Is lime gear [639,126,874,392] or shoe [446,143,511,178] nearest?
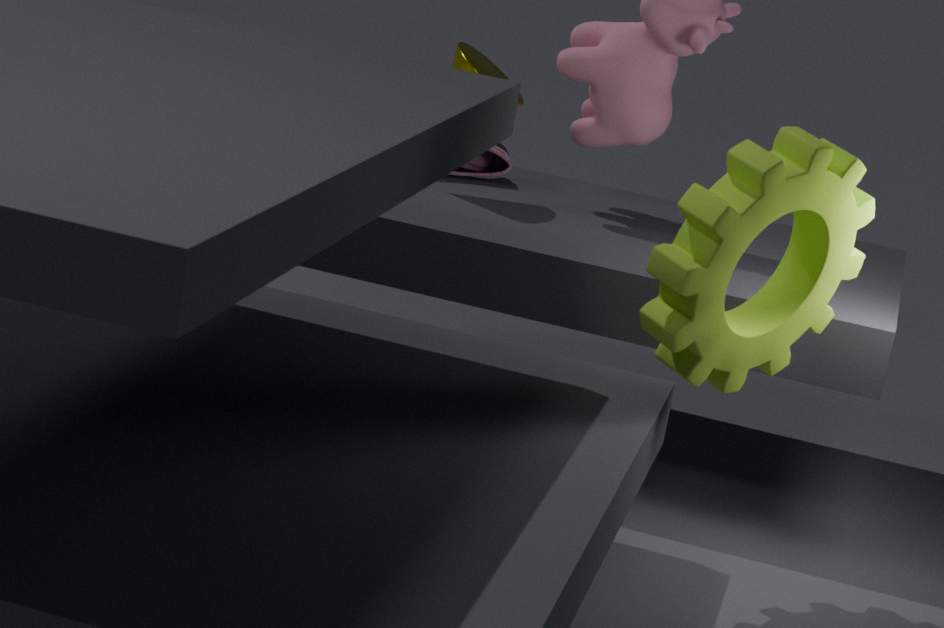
lime gear [639,126,874,392]
